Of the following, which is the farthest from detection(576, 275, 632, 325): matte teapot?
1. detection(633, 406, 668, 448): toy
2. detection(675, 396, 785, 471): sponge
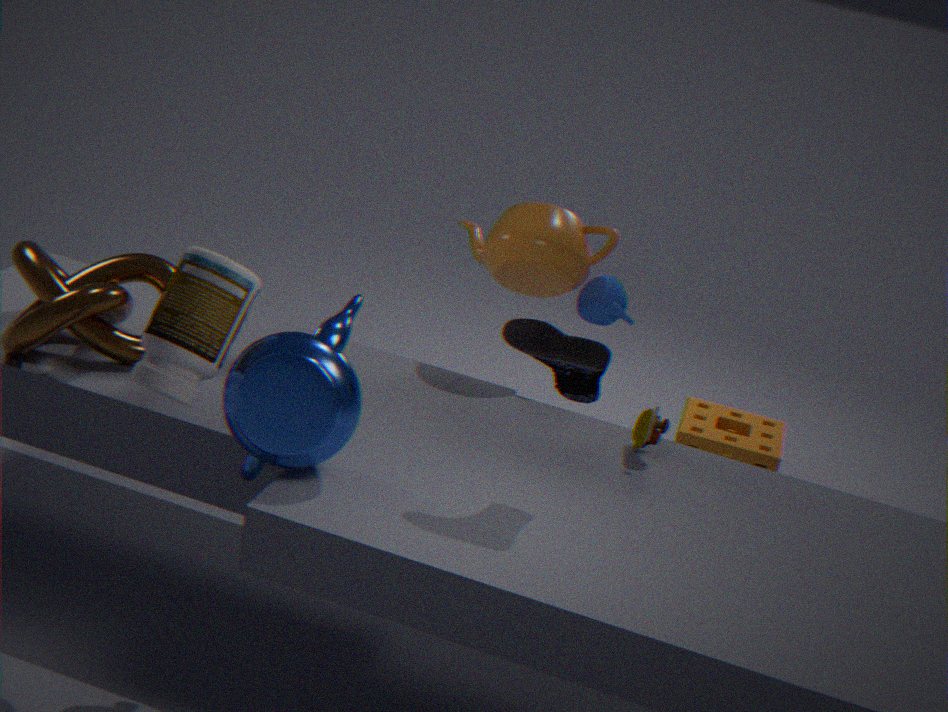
detection(675, 396, 785, 471): sponge
